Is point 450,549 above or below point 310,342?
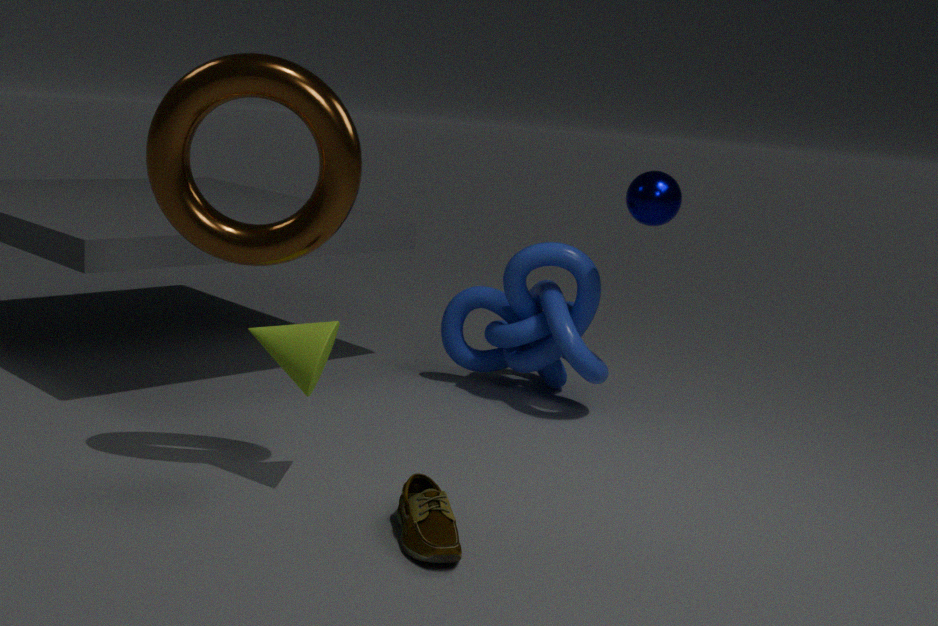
below
